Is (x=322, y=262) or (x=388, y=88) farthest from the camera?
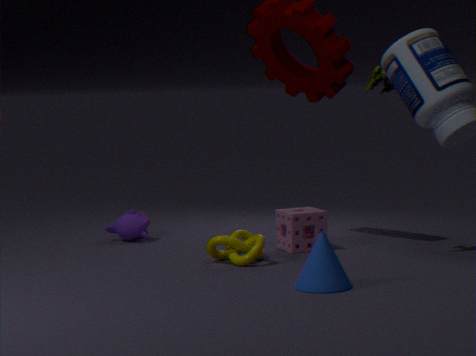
(x=388, y=88)
